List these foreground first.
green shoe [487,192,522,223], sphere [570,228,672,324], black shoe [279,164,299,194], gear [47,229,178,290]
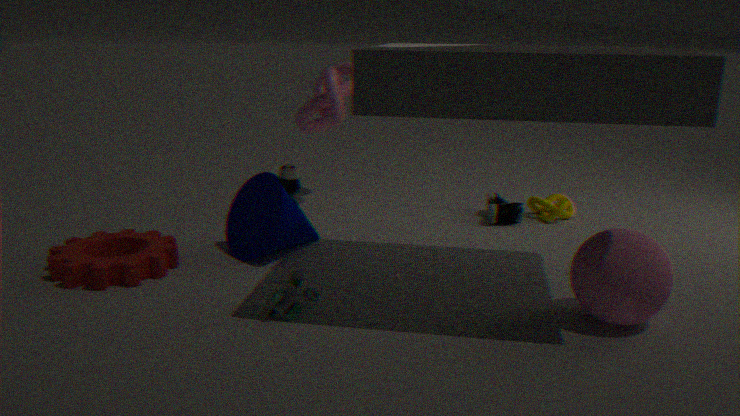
sphere [570,228,672,324] → gear [47,229,178,290] → green shoe [487,192,522,223] → black shoe [279,164,299,194]
